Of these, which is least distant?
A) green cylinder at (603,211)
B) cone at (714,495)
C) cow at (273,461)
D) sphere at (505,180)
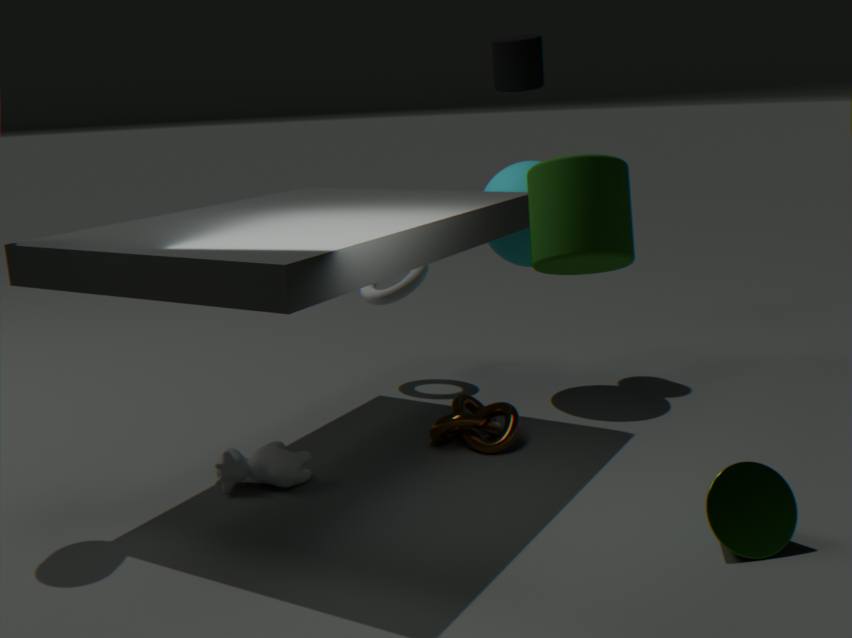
green cylinder at (603,211)
